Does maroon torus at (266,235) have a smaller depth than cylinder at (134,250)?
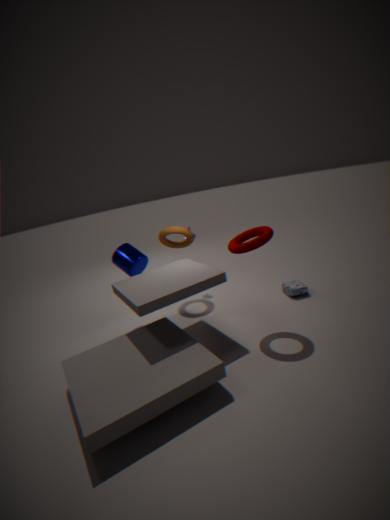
Yes
